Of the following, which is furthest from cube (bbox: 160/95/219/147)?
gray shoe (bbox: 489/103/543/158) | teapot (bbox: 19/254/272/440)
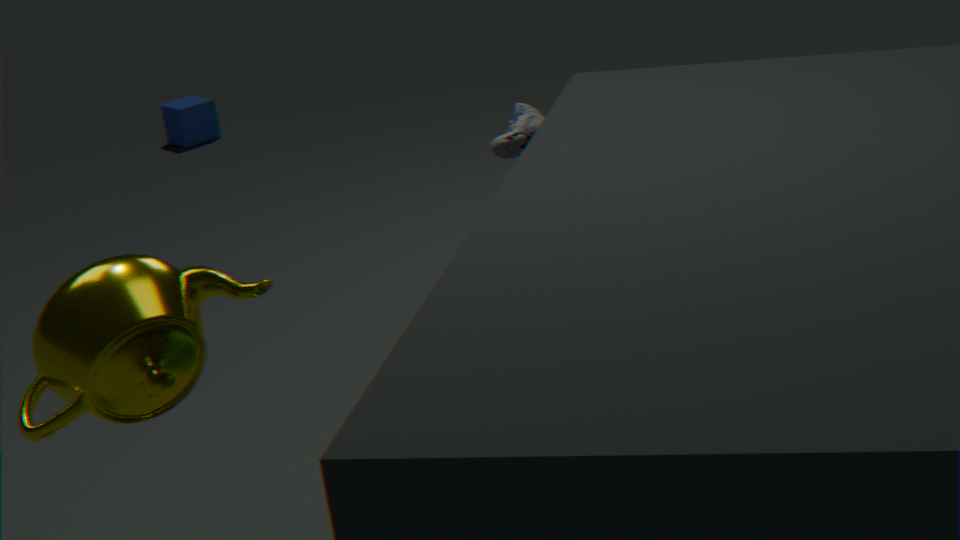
teapot (bbox: 19/254/272/440)
